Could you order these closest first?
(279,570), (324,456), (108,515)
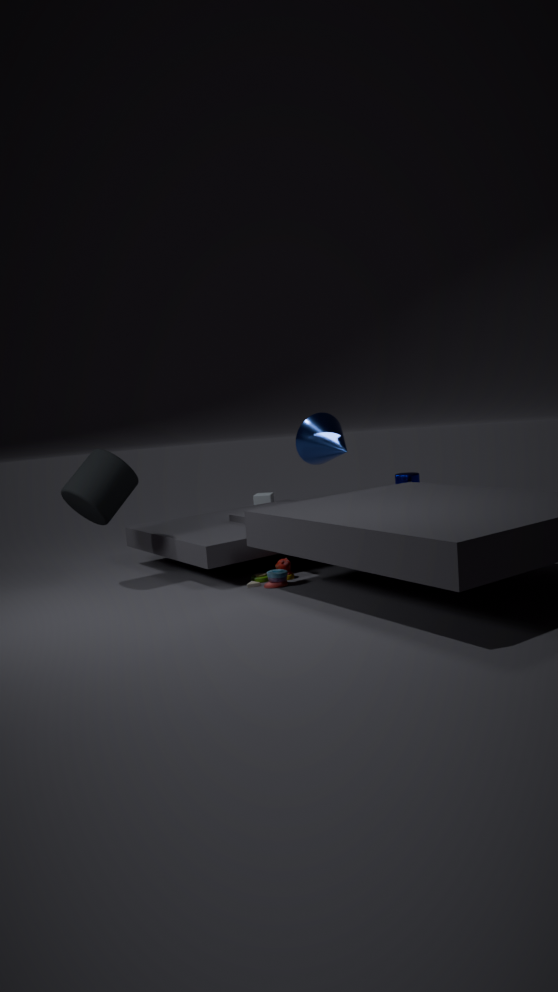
(279,570) → (108,515) → (324,456)
